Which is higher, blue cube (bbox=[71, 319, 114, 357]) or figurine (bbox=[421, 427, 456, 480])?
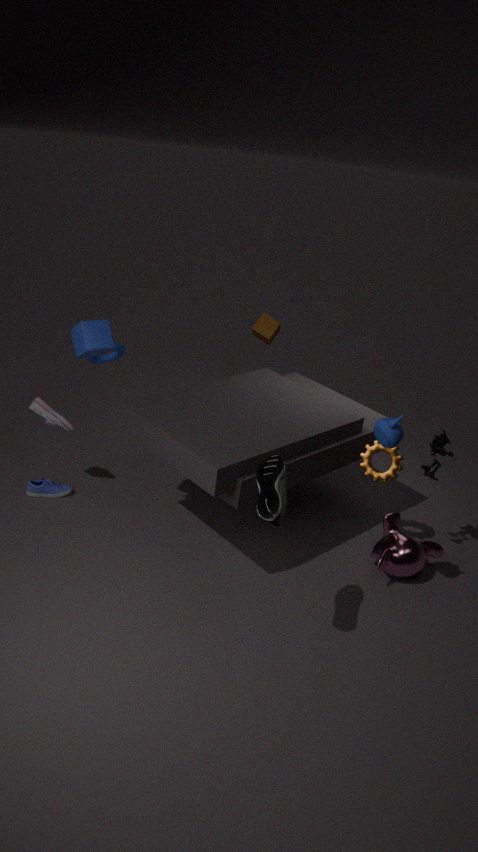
blue cube (bbox=[71, 319, 114, 357])
